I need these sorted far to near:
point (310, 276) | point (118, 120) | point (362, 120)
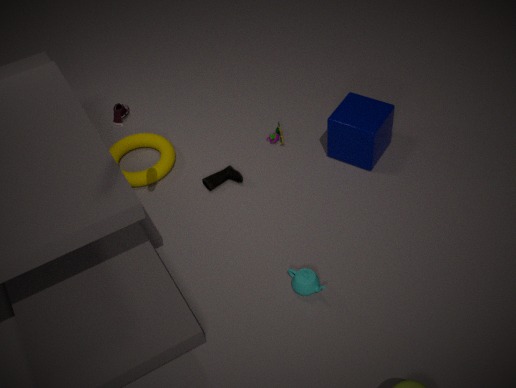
point (362, 120) → point (310, 276) → point (118, 120)
